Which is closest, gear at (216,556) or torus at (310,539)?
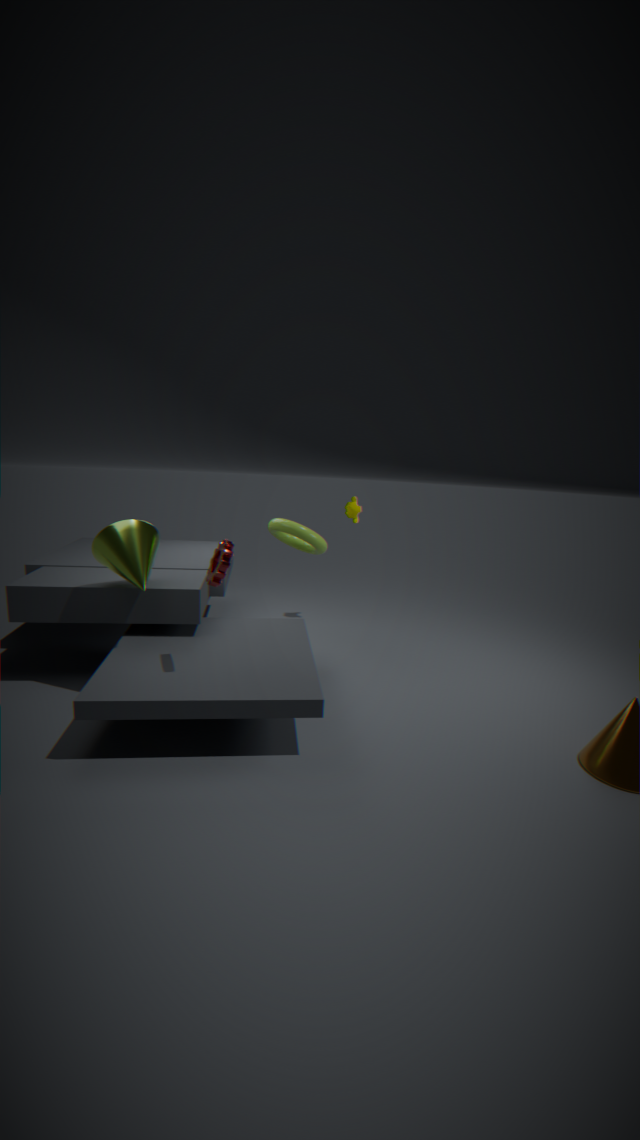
gear at (216,556)
